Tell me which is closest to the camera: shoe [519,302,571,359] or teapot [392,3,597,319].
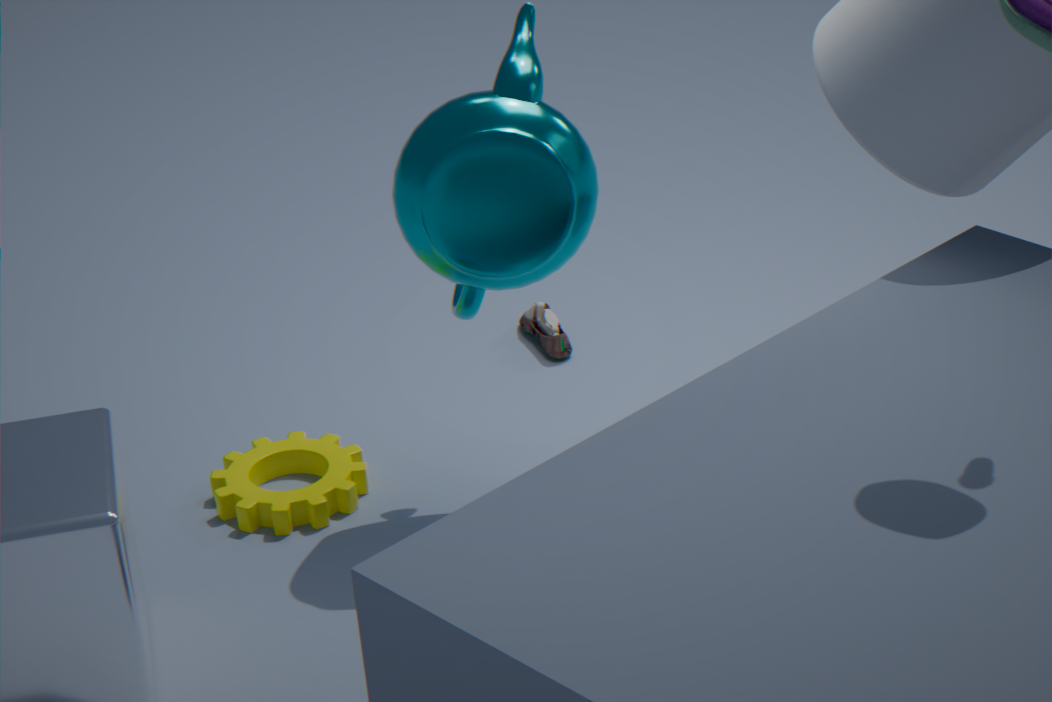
teapot [392,3,597,319]
